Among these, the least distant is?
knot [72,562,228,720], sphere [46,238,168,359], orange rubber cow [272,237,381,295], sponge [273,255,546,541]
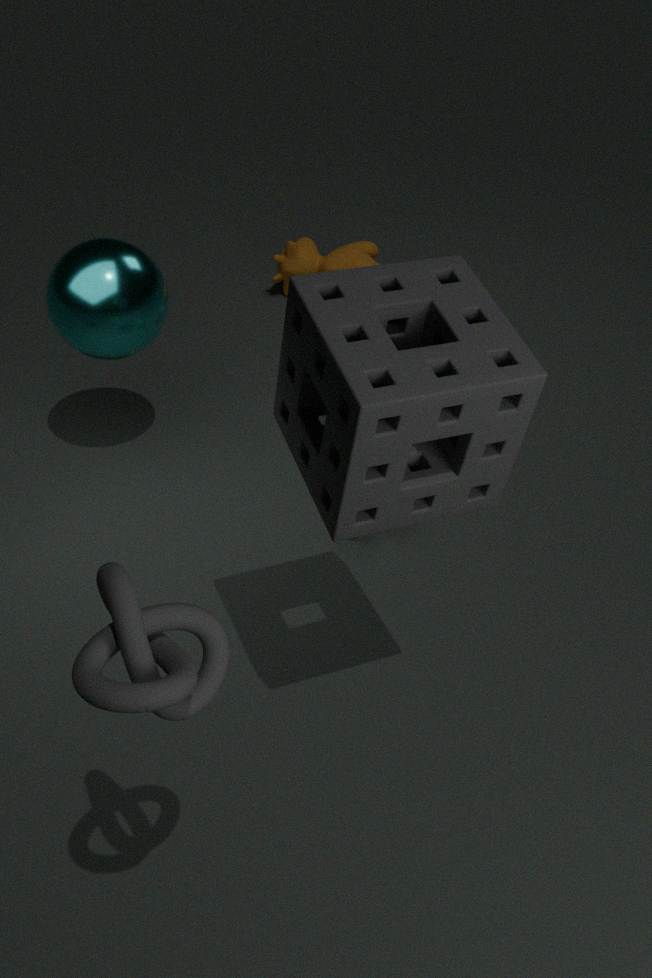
knot [72,562,228,720]
